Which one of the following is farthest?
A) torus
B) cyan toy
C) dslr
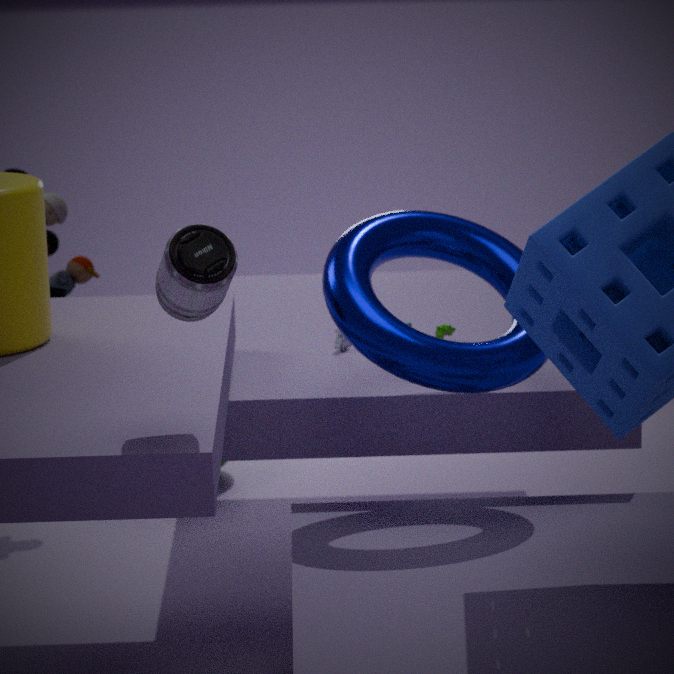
cyan toy
